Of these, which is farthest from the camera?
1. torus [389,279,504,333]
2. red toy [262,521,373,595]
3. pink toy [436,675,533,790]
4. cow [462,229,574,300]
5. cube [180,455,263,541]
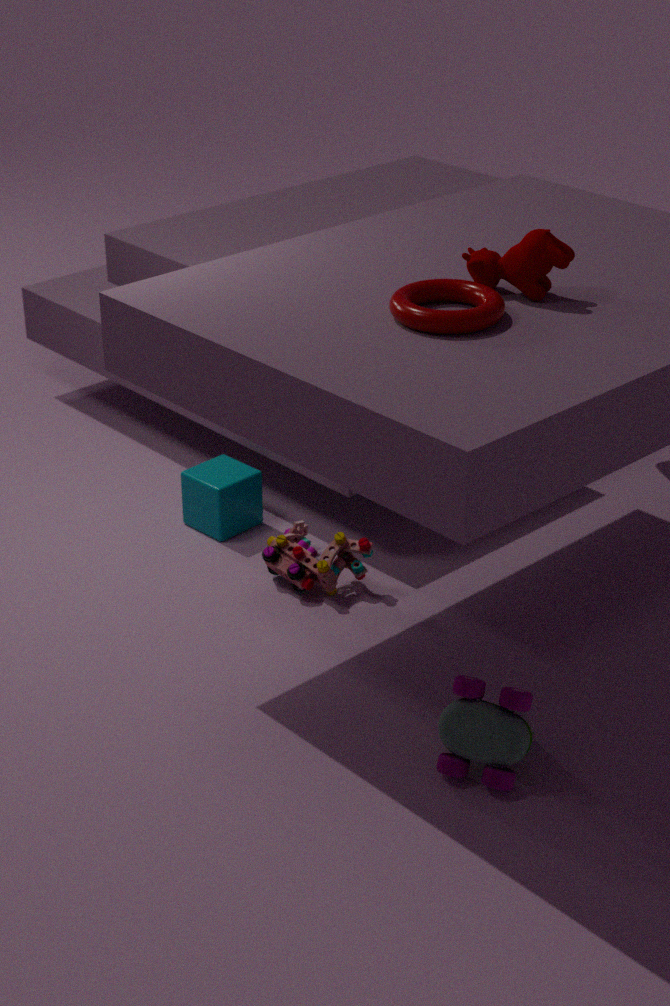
cube [180,455,263,541]
